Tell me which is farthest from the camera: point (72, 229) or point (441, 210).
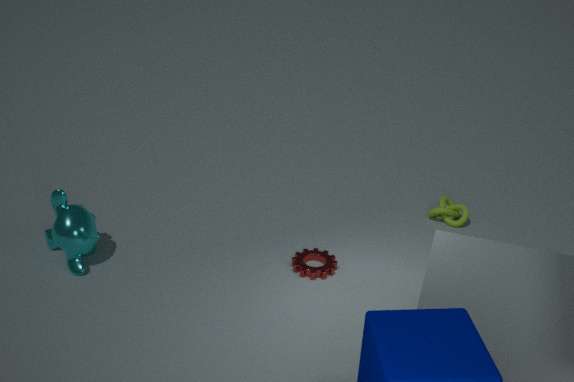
point (441, 210)
